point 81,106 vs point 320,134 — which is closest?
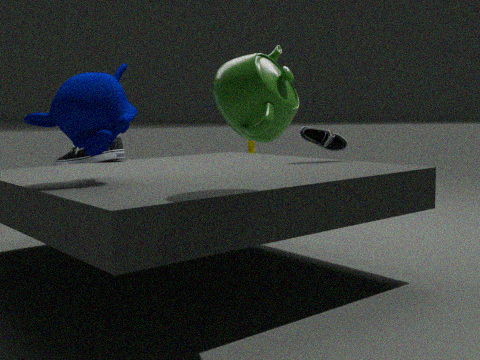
point 81,106
